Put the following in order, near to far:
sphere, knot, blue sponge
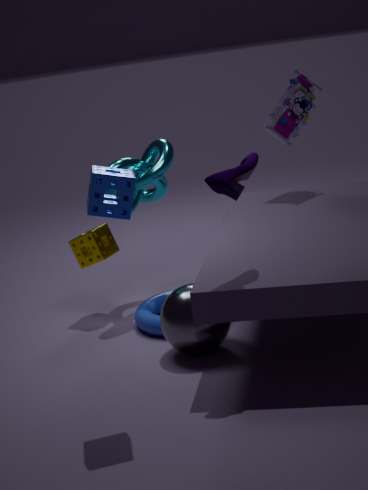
1. blue sponge
2. sphere
3. knot
